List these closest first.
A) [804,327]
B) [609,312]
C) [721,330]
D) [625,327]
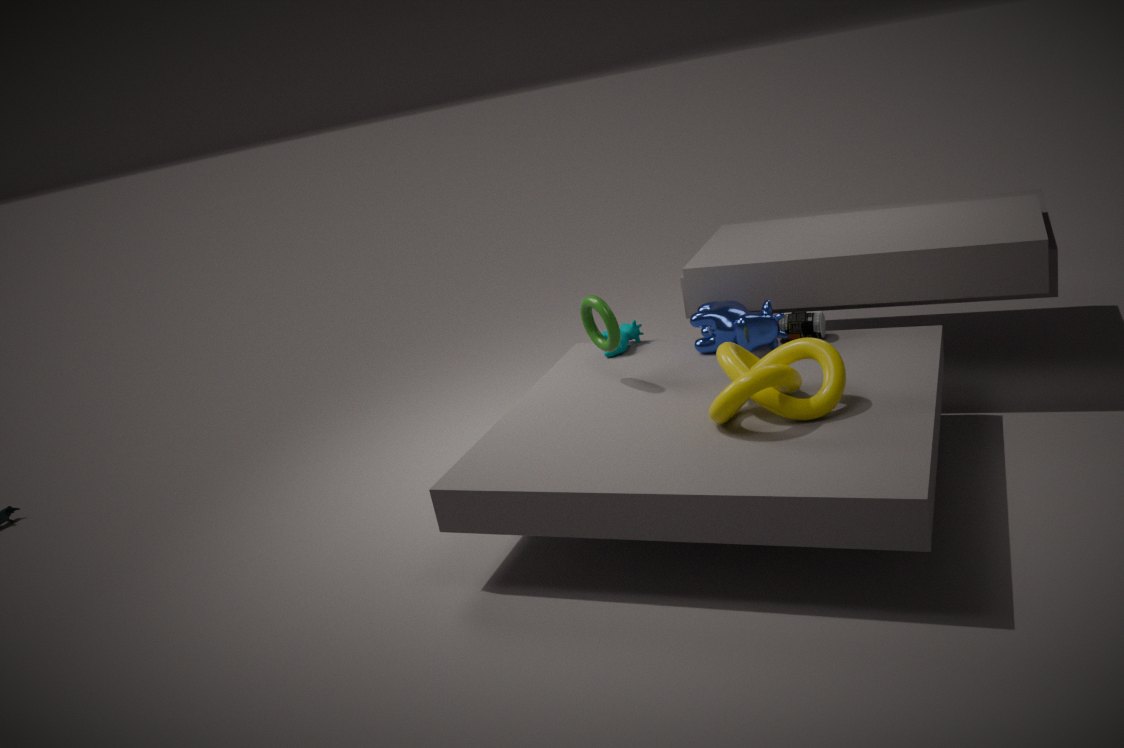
[609,312] < [804,327] < [721,330] < [625,327]
